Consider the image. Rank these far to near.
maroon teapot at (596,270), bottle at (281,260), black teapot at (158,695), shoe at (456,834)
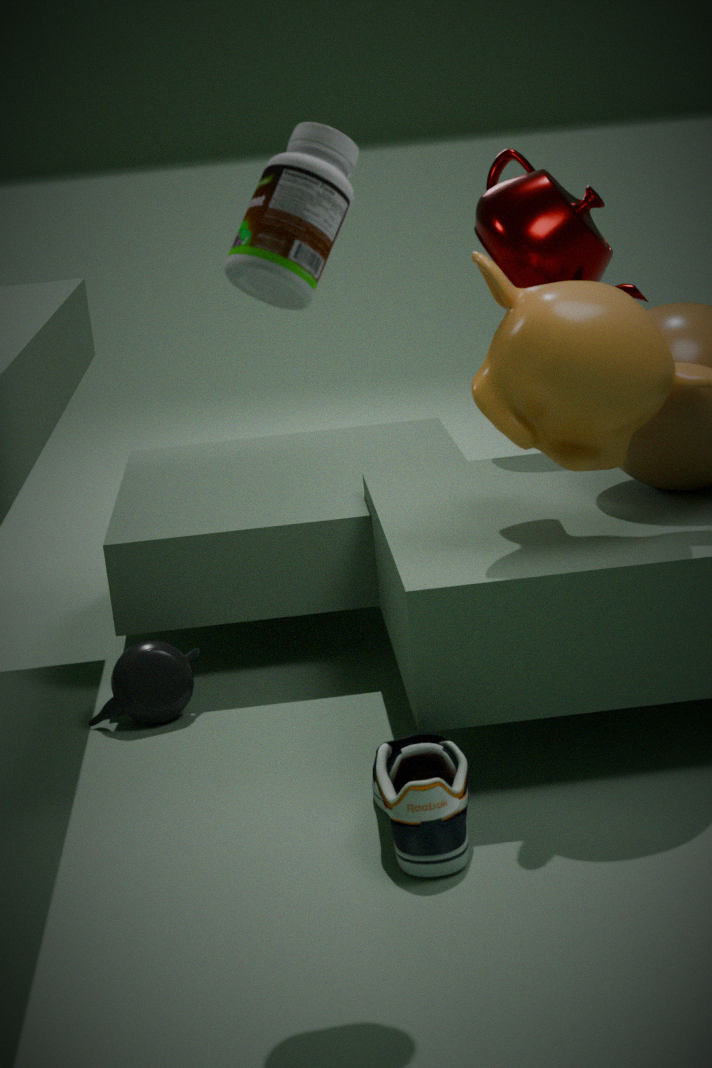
maroon teapot at (596,270) < black teapot at (158,695) < shoe at (456,834) < bottle at (281,260)
